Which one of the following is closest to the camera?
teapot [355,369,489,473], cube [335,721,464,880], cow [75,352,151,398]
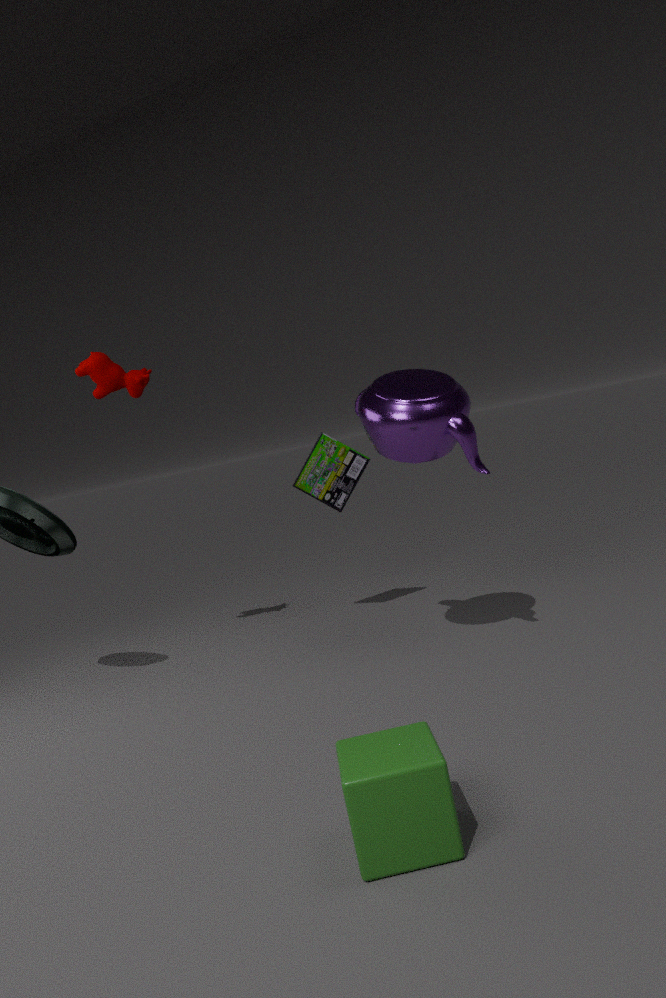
cube [335,721,464,880]
